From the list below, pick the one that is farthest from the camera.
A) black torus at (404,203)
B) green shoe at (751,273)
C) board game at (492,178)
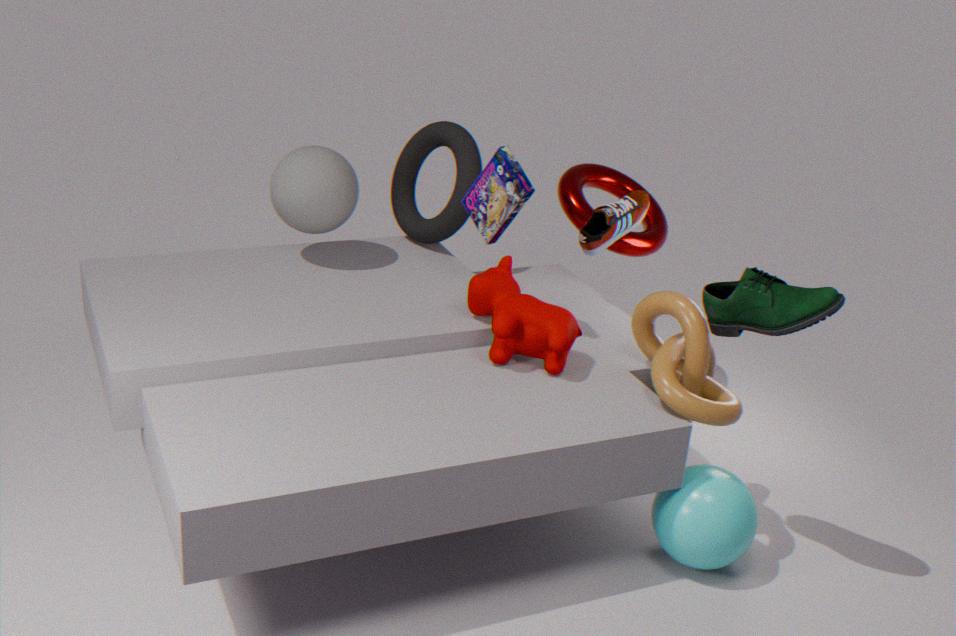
black torus at (404,203)
